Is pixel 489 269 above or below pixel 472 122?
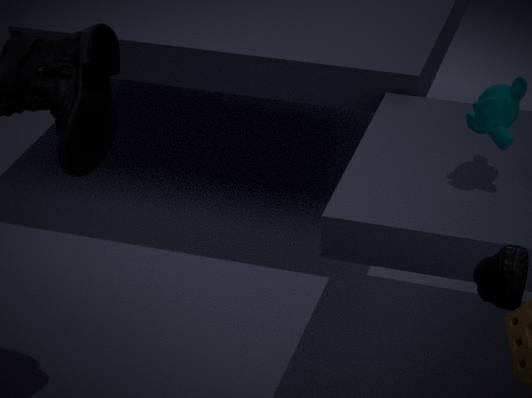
below
